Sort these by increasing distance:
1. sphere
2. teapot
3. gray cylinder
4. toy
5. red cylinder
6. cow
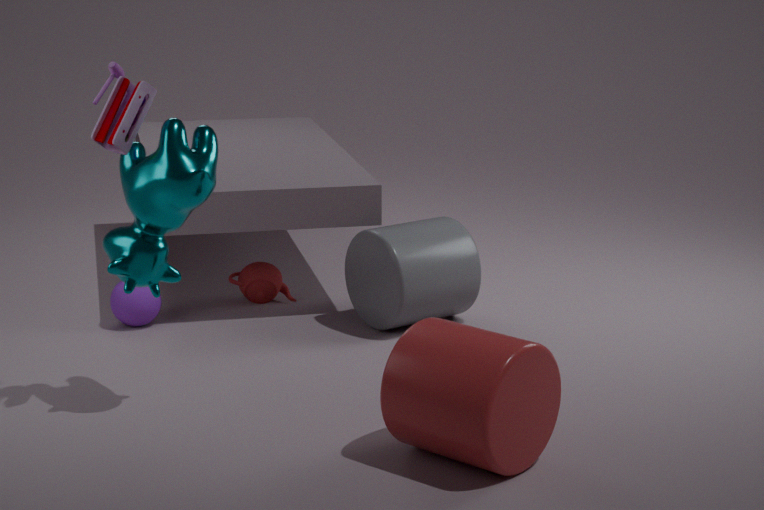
red cylinder
cow
toy
gray cylinder
sphere
teapot
